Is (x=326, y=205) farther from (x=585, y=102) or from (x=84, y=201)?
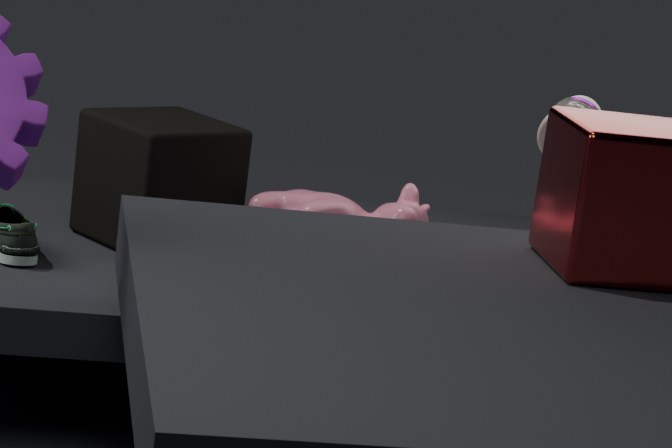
(x=585, y=102)
